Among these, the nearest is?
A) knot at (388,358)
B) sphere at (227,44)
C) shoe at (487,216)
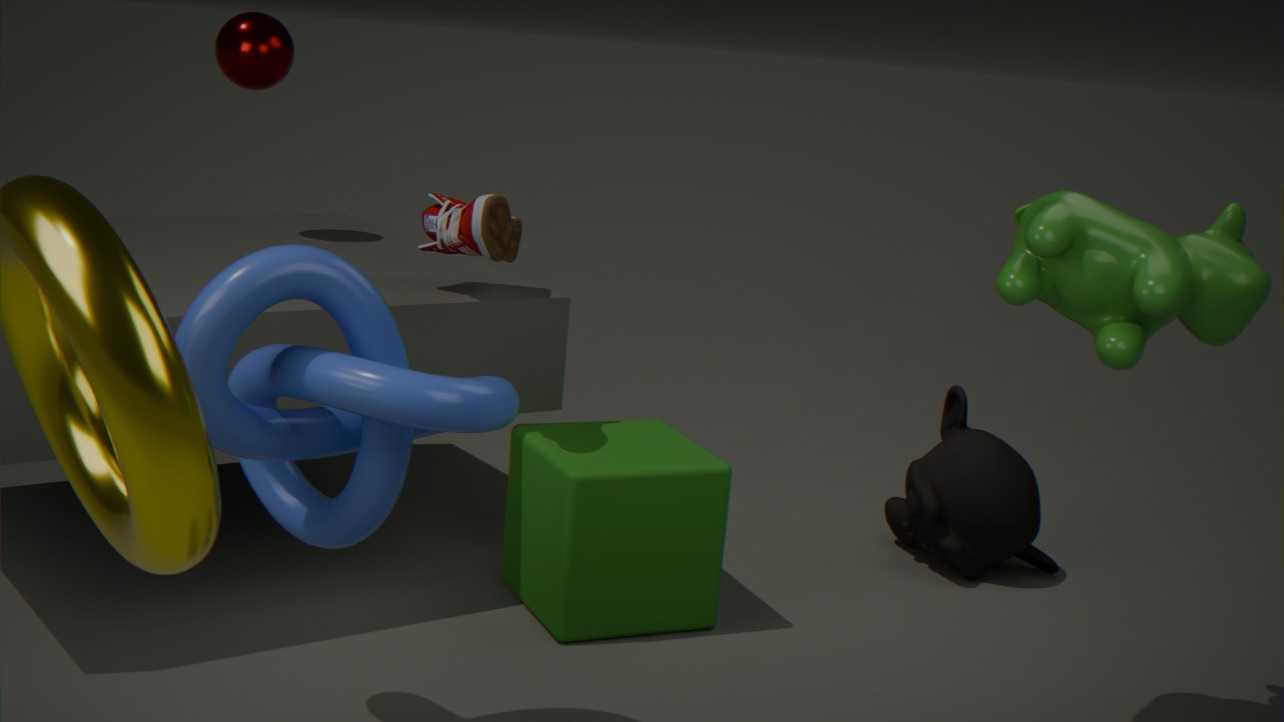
knot at (388,358)
